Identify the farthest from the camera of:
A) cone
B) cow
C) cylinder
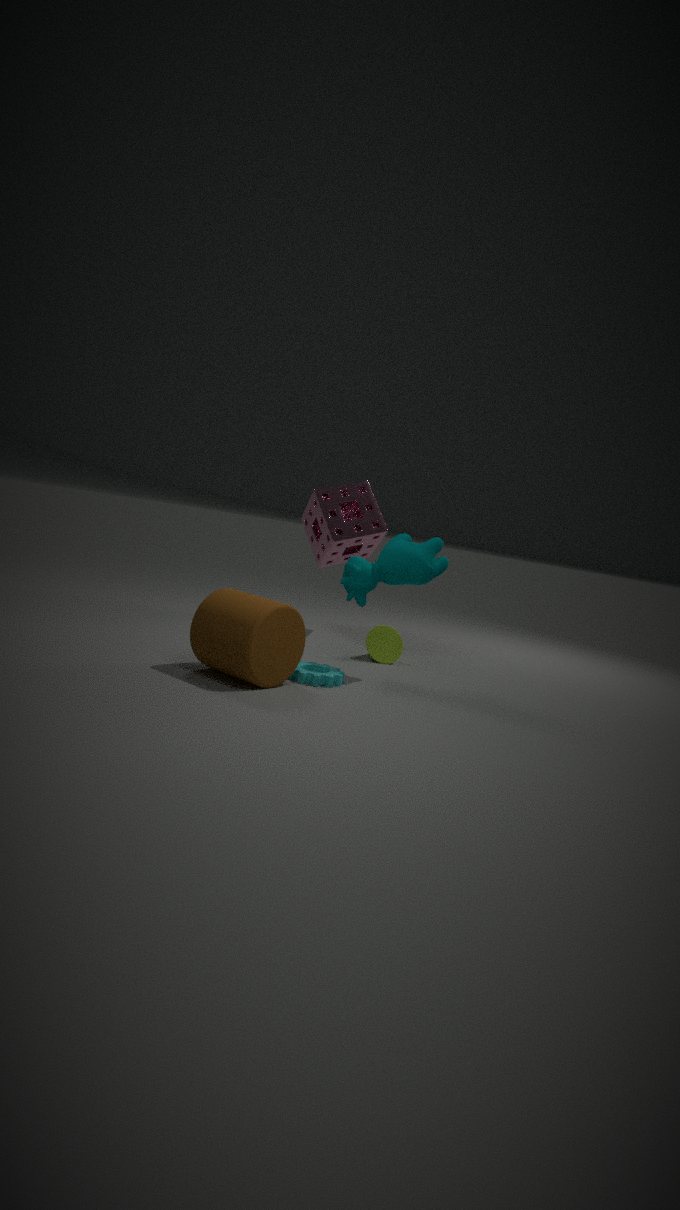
cone
